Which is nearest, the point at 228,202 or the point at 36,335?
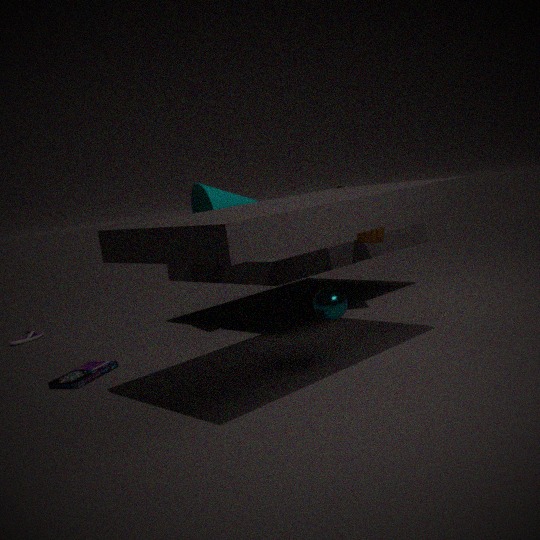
the point at 228,202
